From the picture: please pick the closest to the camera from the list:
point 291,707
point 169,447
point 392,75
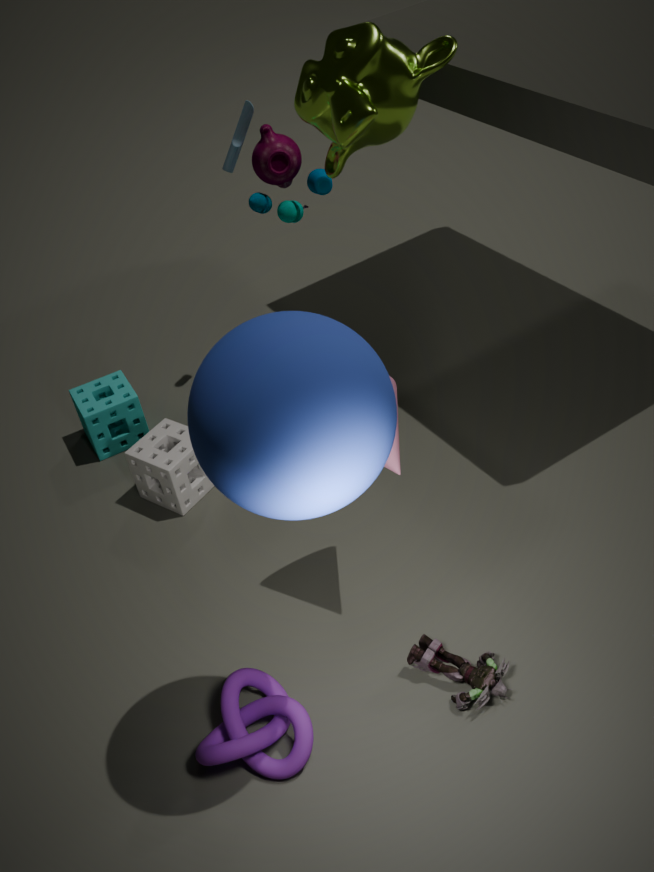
point 291,707
